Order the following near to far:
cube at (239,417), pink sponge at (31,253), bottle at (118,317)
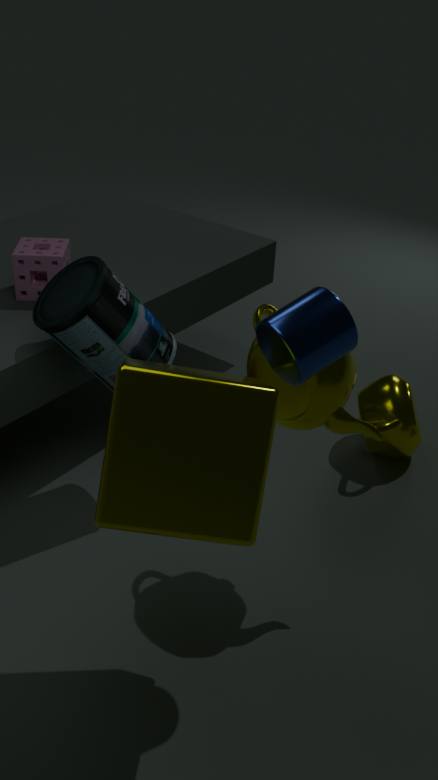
cube at (239,417)
bottle at (118,317)
pink sponge at (31,253)
